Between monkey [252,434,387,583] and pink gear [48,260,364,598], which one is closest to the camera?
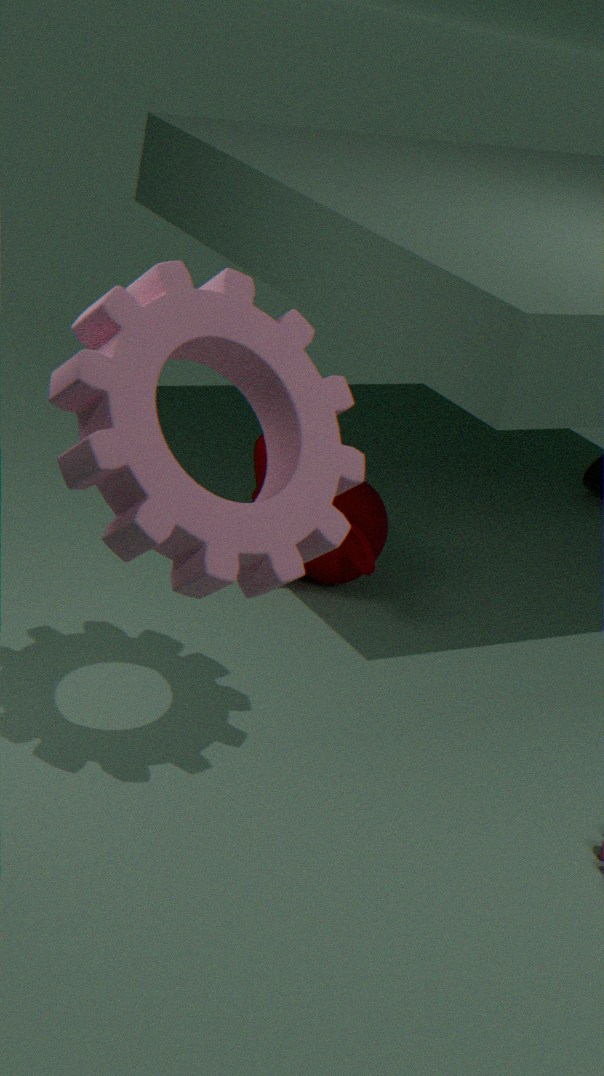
pink gear [48,260,364,598]
